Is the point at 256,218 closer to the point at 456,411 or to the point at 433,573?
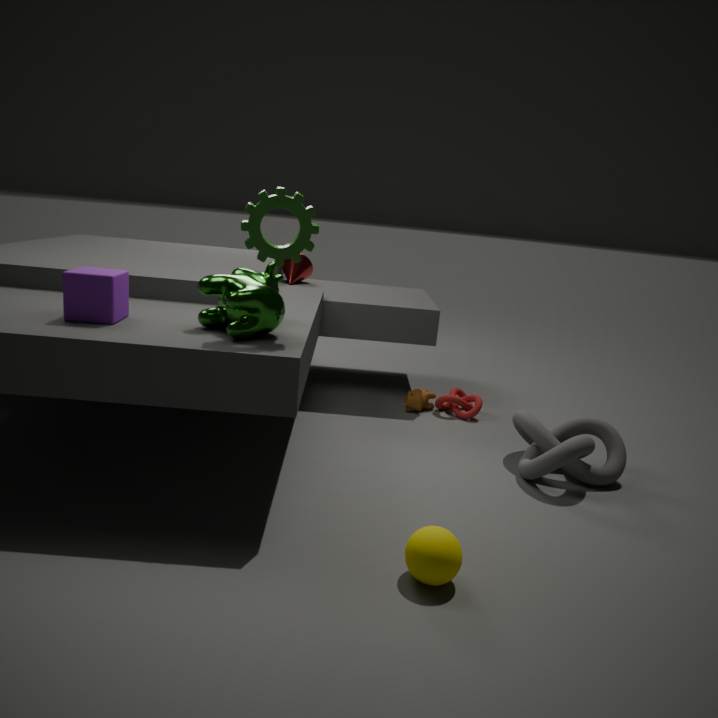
the point at 433,573
